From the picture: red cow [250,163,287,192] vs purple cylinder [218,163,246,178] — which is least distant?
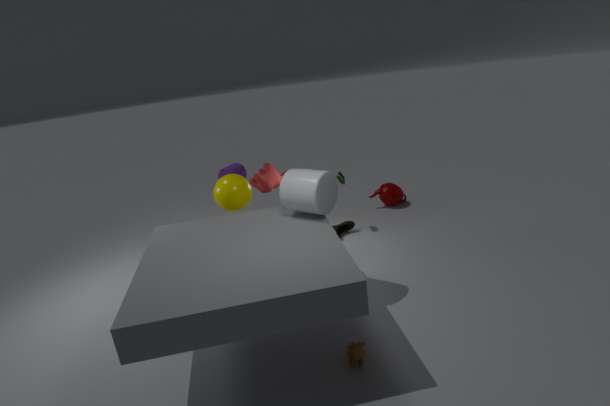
red cow [250,163,287,192]
